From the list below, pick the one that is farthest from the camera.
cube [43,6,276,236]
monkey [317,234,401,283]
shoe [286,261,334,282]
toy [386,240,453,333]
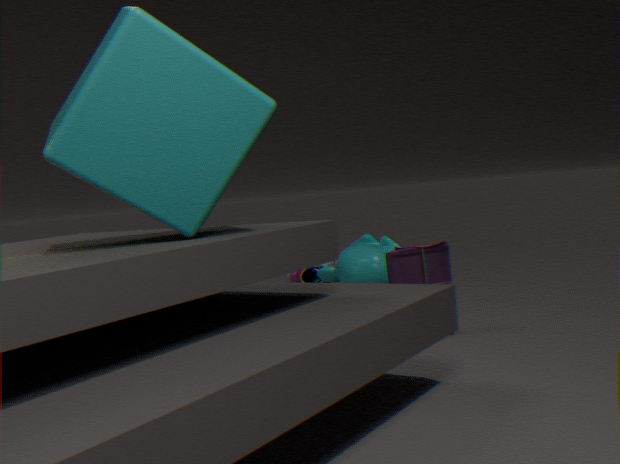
shoe [286,261,334,282]
